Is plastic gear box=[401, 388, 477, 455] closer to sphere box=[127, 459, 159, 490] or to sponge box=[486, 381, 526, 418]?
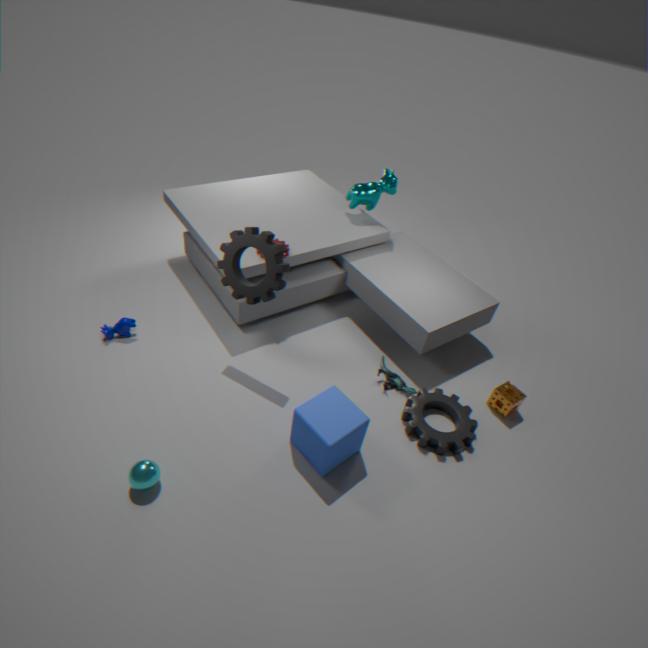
sponge box=[486, 381, 526, 418]
